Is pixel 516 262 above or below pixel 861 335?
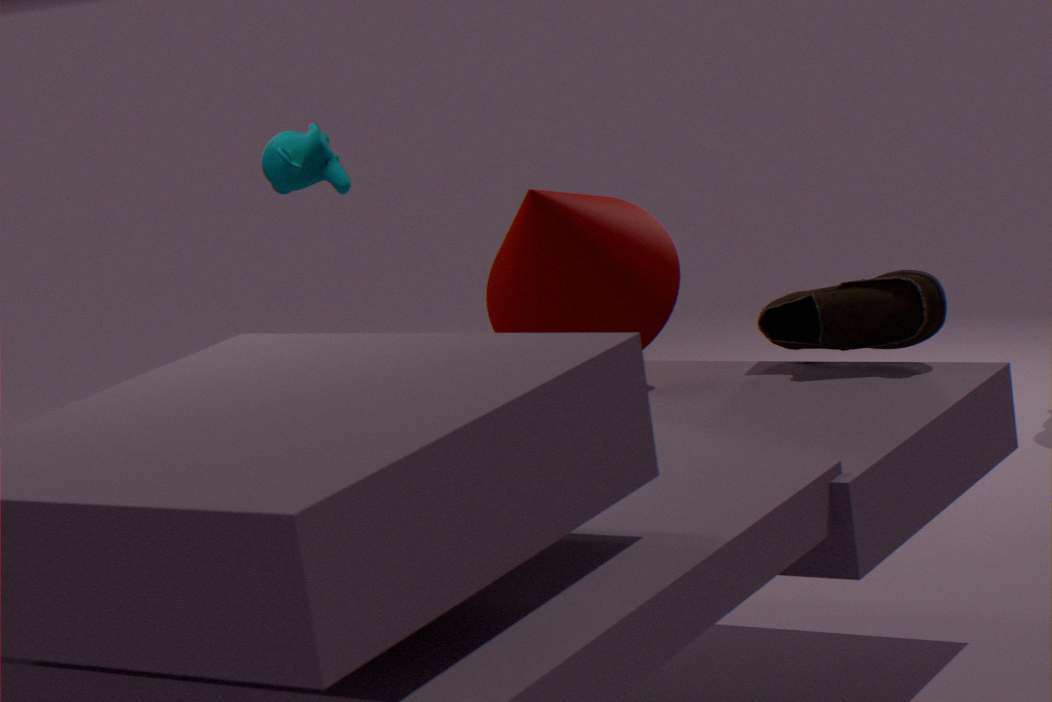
above
